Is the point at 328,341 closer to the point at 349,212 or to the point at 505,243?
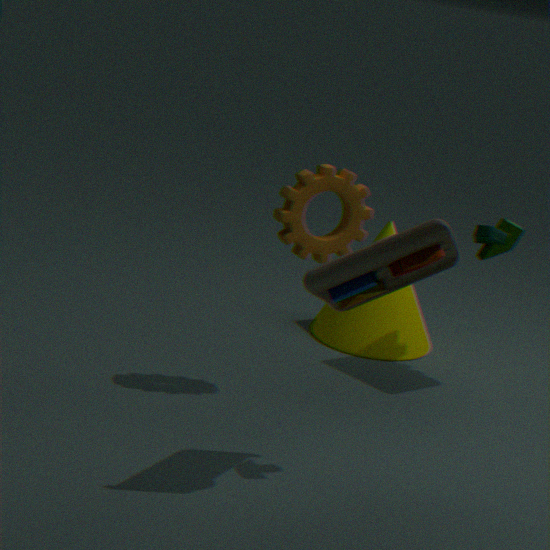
the point at 349,212
